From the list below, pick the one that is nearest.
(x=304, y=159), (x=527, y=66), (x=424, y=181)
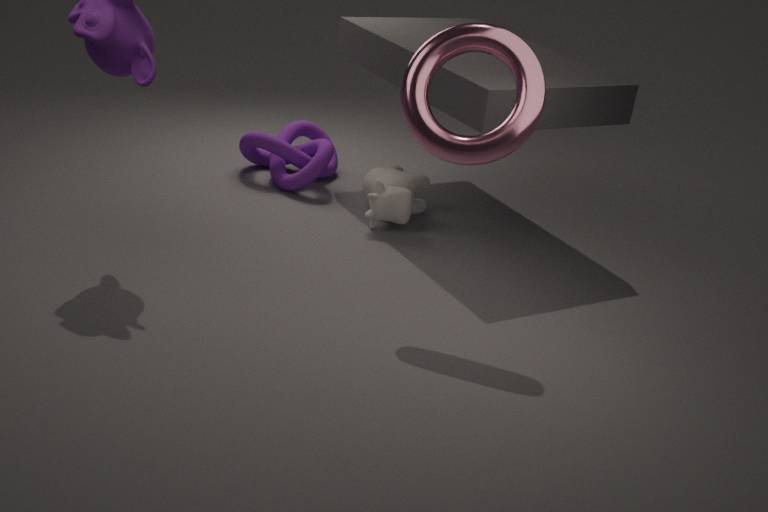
(x=527, y=66)
